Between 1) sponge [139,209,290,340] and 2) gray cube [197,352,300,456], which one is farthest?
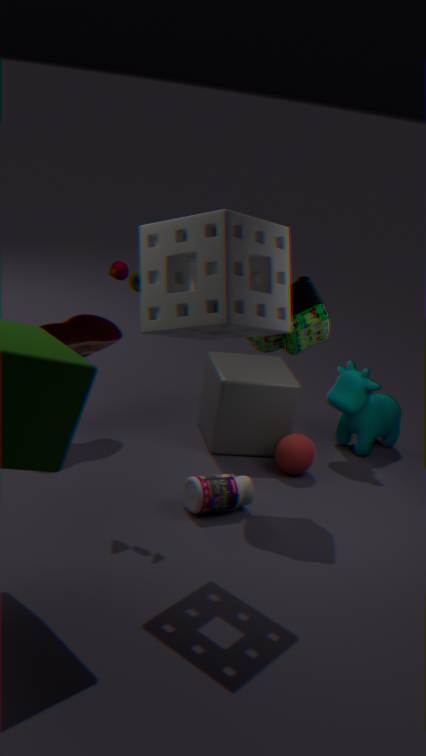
2. gray cube [197,352,300,456]
